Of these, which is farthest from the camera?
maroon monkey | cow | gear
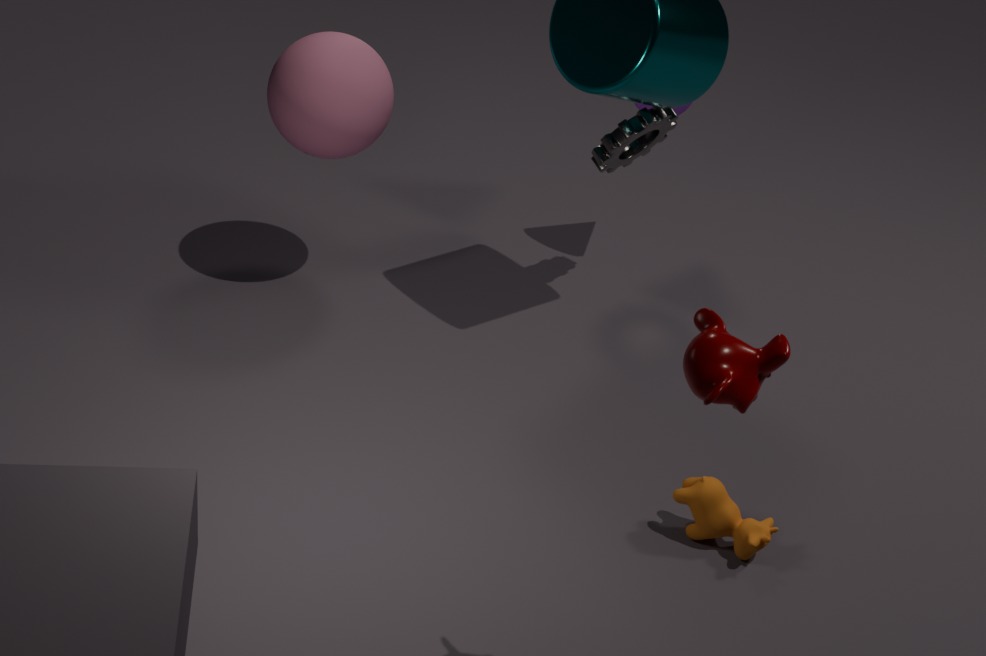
gear
